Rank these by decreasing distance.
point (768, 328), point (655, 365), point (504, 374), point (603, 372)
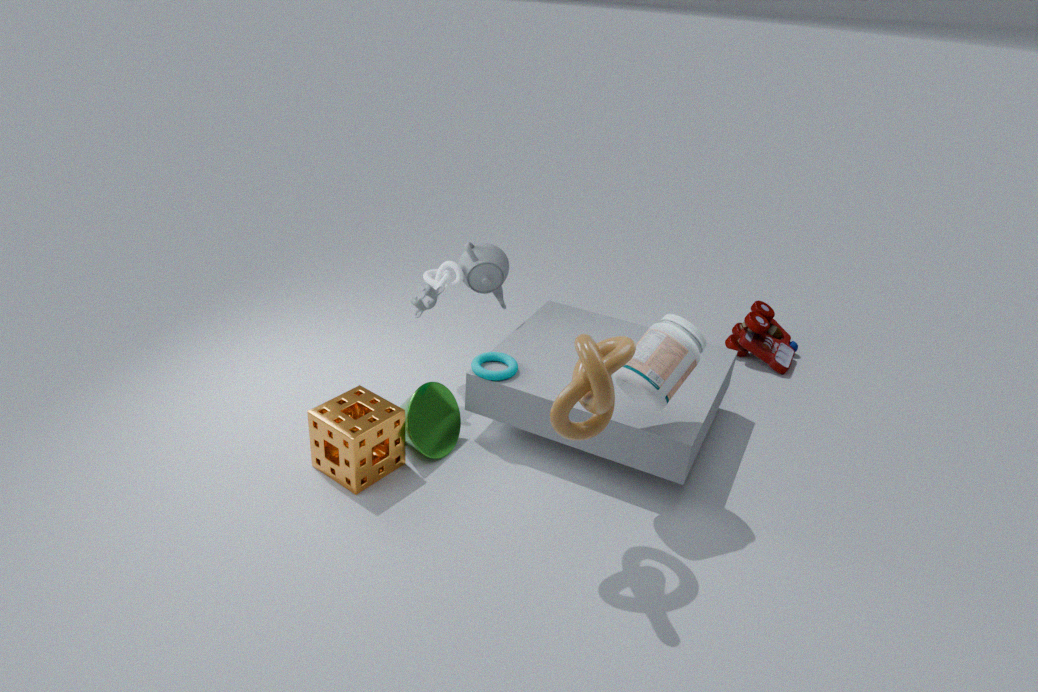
point (768, 328) → point (504, 374) → point (655, 365) → point (603, 372)
